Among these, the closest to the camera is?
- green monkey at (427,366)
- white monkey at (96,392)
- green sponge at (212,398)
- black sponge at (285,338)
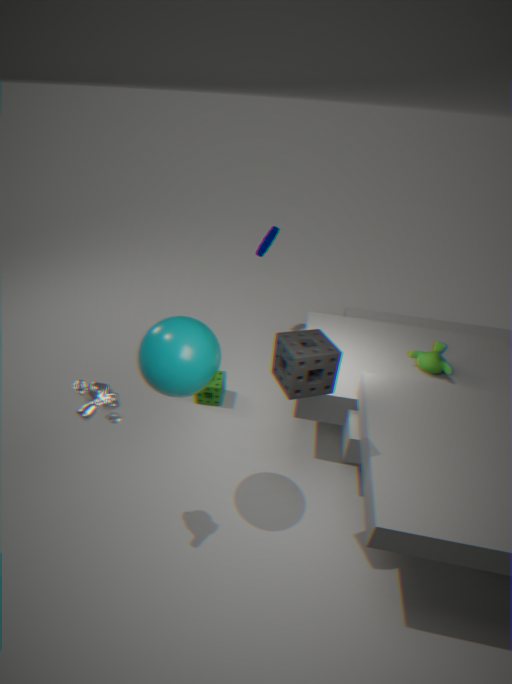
black sponge at (285,338)
